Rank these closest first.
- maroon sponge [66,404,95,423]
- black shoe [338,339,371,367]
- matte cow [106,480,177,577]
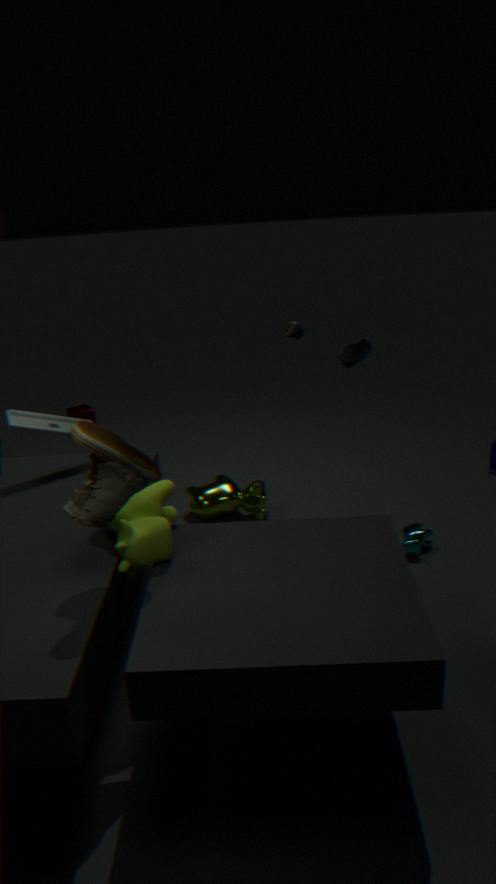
matte cow [106,480,177,577] < black shoe [338,339,371,367] < maroon sponge [66,404,95,423]
